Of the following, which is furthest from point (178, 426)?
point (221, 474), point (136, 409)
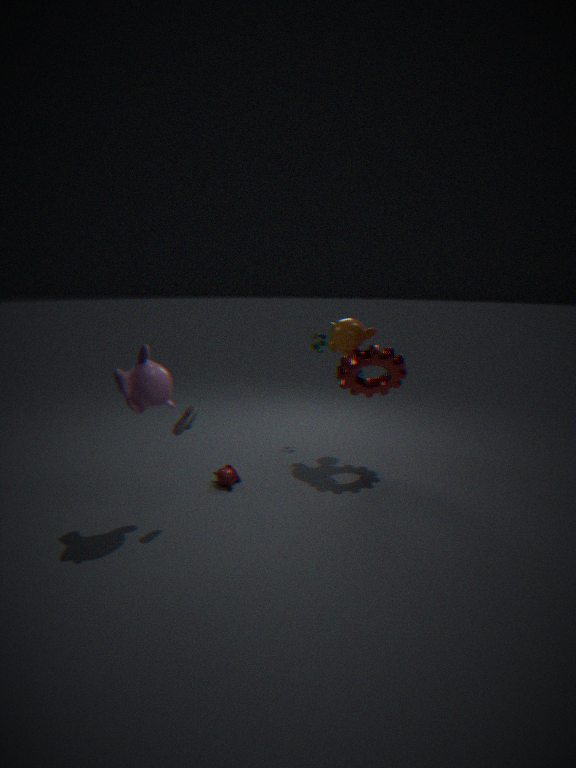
point (221, 474)
